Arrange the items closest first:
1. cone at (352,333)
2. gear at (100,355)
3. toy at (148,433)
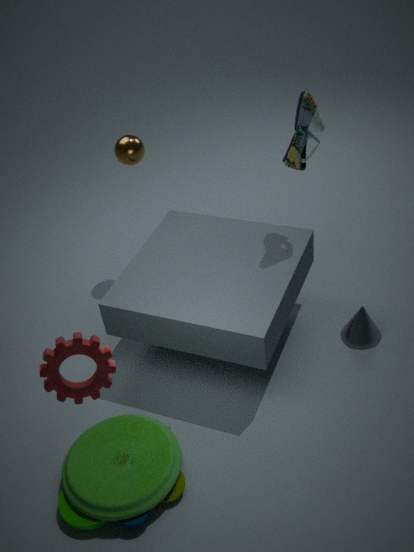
gear at (100,355), toy at (148,433), cone at (352,333)
